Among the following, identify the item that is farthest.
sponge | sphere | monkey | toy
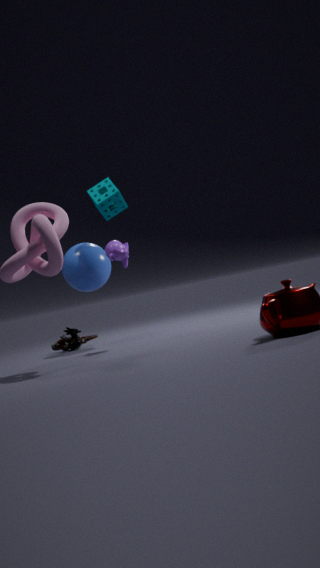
toy
